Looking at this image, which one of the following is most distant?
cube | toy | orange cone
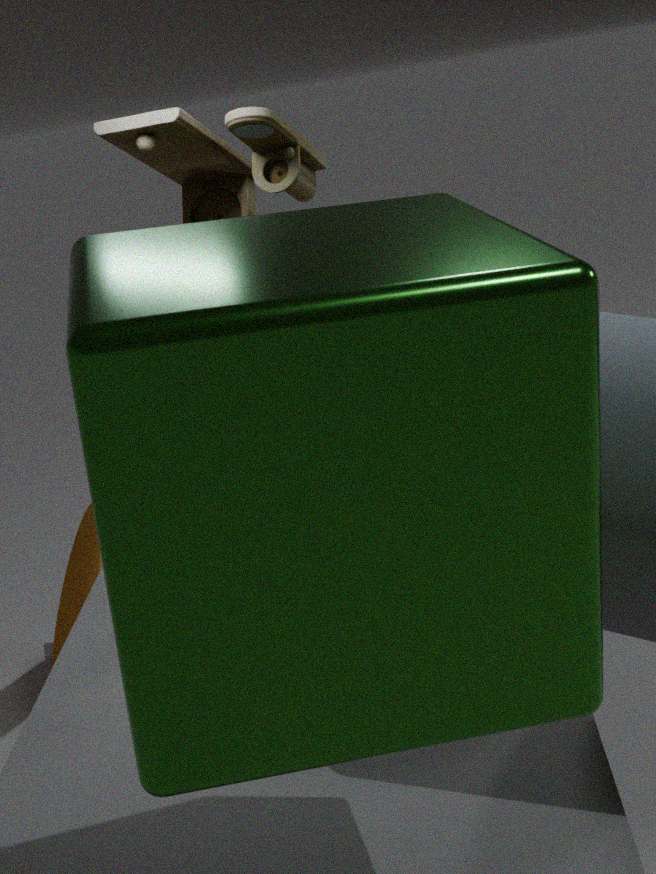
orange cone
